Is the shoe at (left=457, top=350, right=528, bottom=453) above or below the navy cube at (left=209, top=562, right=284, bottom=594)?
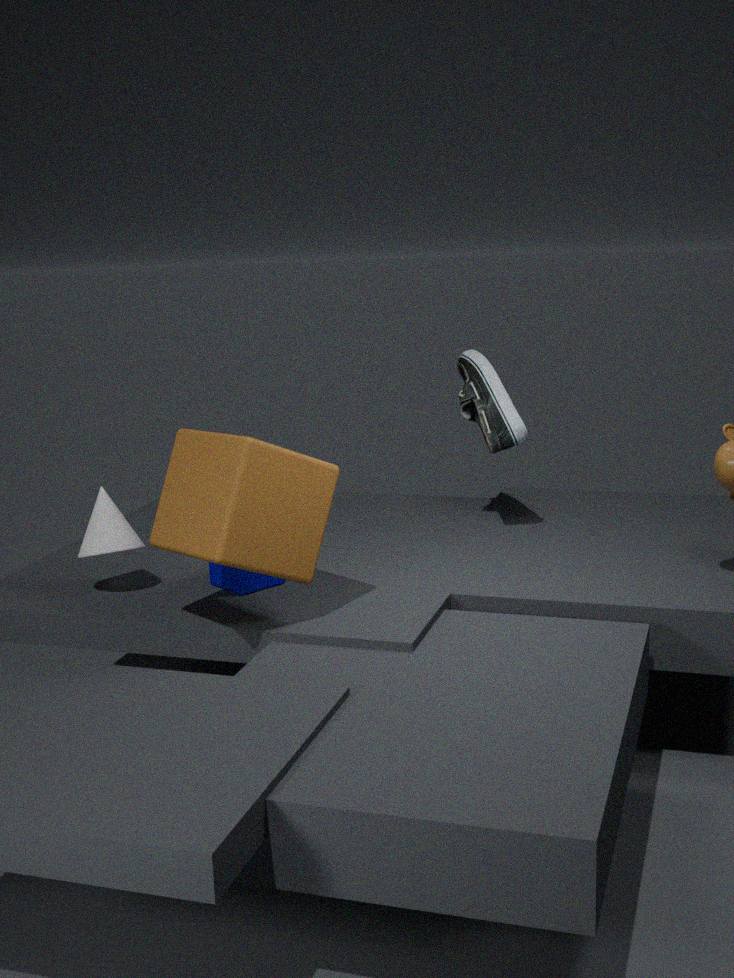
above
